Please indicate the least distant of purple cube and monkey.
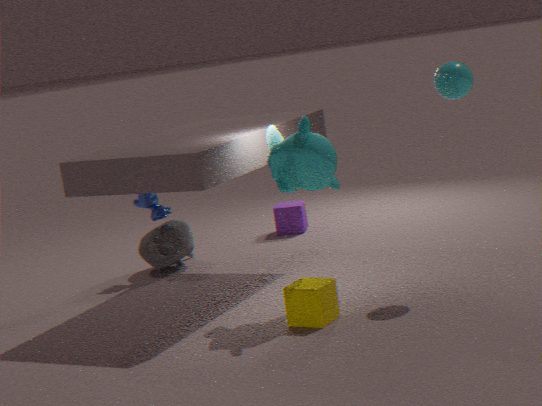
monkey
